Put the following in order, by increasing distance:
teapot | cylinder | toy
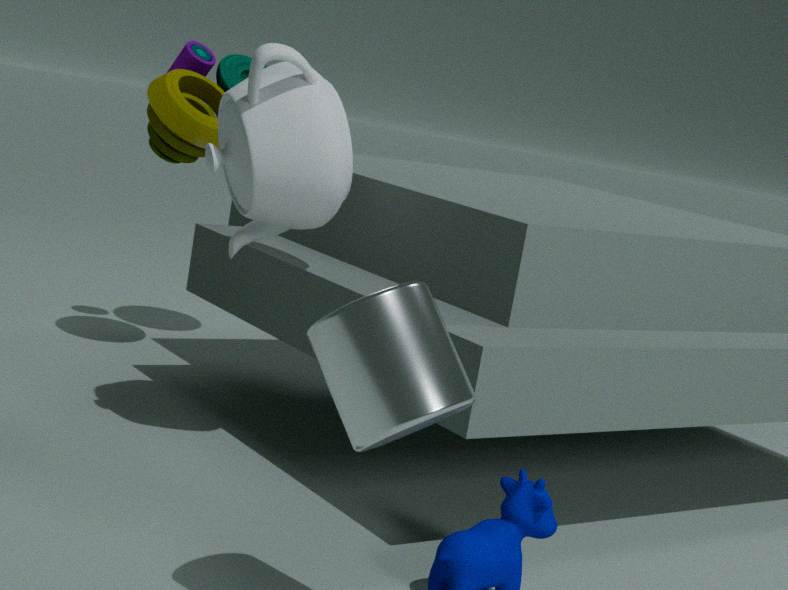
cylinder
teapot
toy
